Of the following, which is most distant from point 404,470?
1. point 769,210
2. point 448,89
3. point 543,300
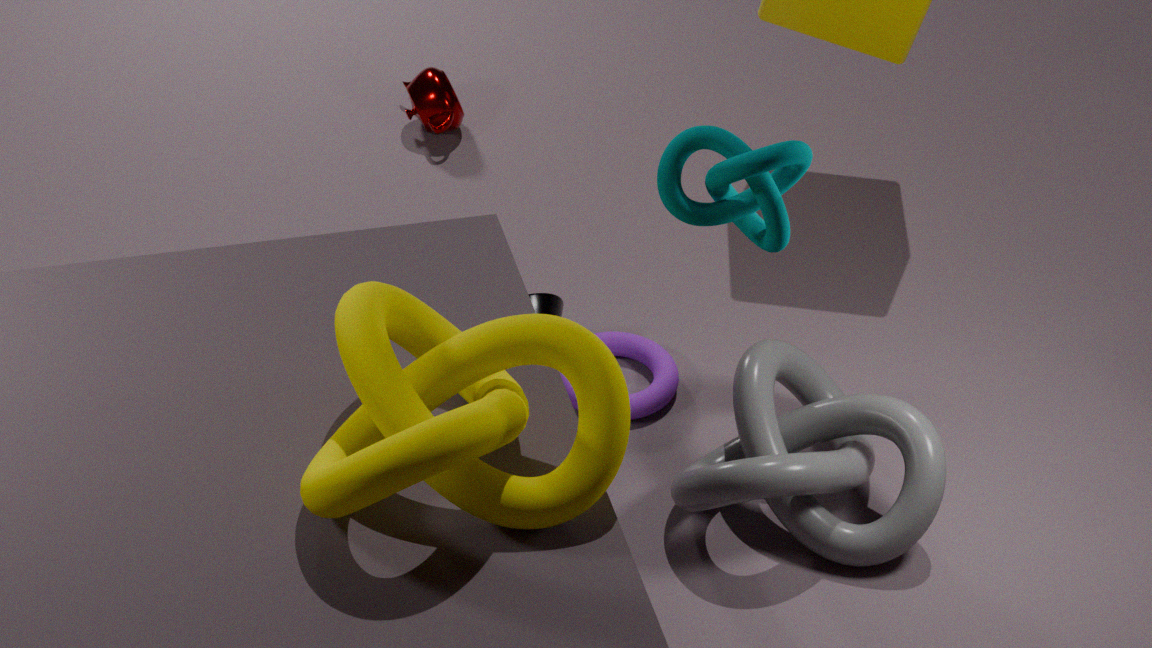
point 448,89
